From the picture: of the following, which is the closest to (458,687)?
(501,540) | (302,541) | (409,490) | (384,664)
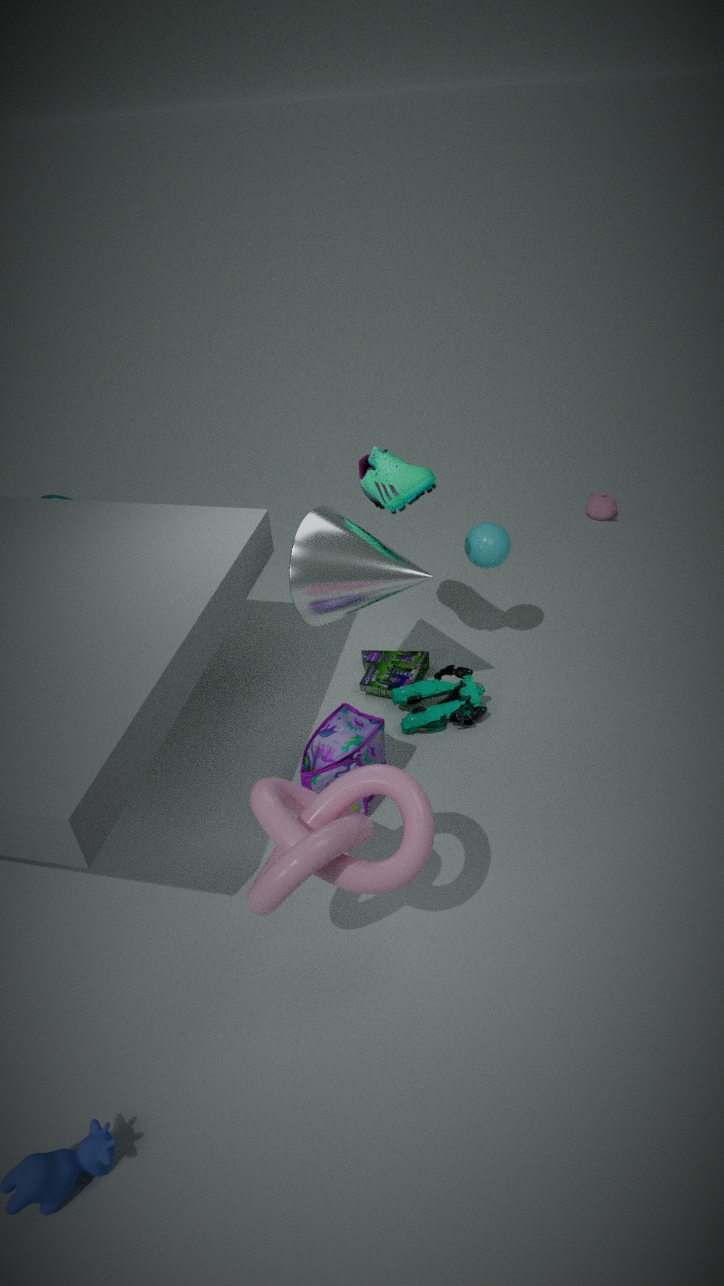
(384,664)
